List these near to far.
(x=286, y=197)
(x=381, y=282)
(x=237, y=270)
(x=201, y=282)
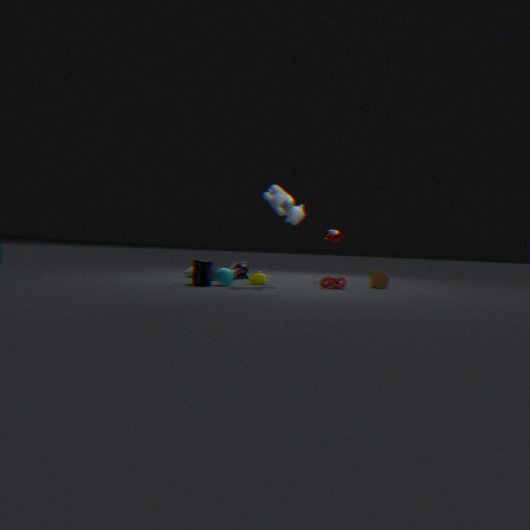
(x=201, y=282) → (x=286, y=197) → (x=381, y=282) → (x=237, y=270)
